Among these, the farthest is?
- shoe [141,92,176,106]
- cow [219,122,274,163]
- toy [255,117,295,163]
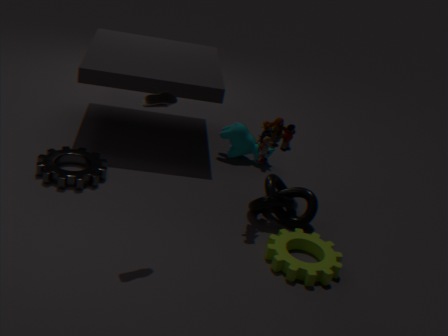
cow [219,122,274,163]
